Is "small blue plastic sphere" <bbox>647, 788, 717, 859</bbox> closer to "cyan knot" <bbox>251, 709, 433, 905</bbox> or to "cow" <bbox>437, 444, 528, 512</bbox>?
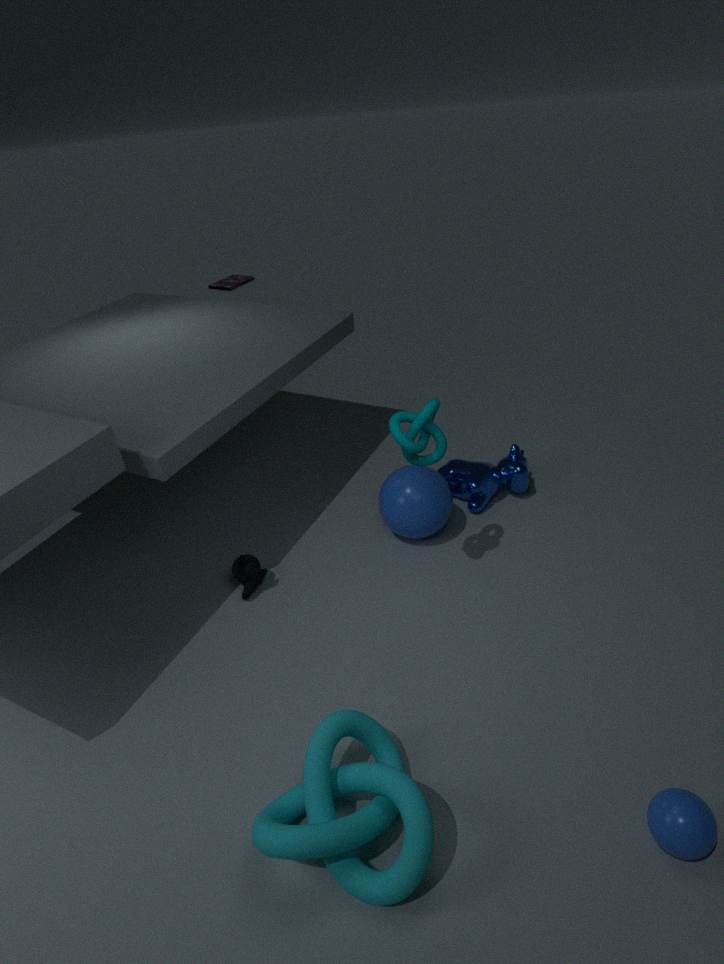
"cyan knot" <bbox>251, 709, 433, 905</bbox>
